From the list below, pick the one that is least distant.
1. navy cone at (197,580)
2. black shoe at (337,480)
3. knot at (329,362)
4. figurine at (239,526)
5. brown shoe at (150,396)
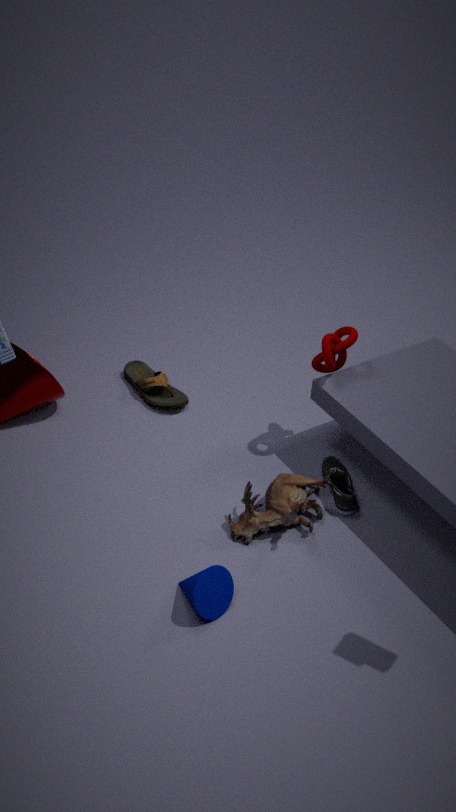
navy cone at (197,580)
